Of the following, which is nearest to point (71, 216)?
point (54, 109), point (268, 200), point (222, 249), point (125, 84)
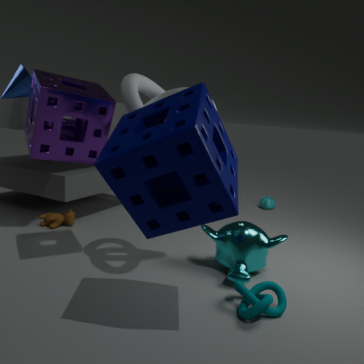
point (54, 109)
